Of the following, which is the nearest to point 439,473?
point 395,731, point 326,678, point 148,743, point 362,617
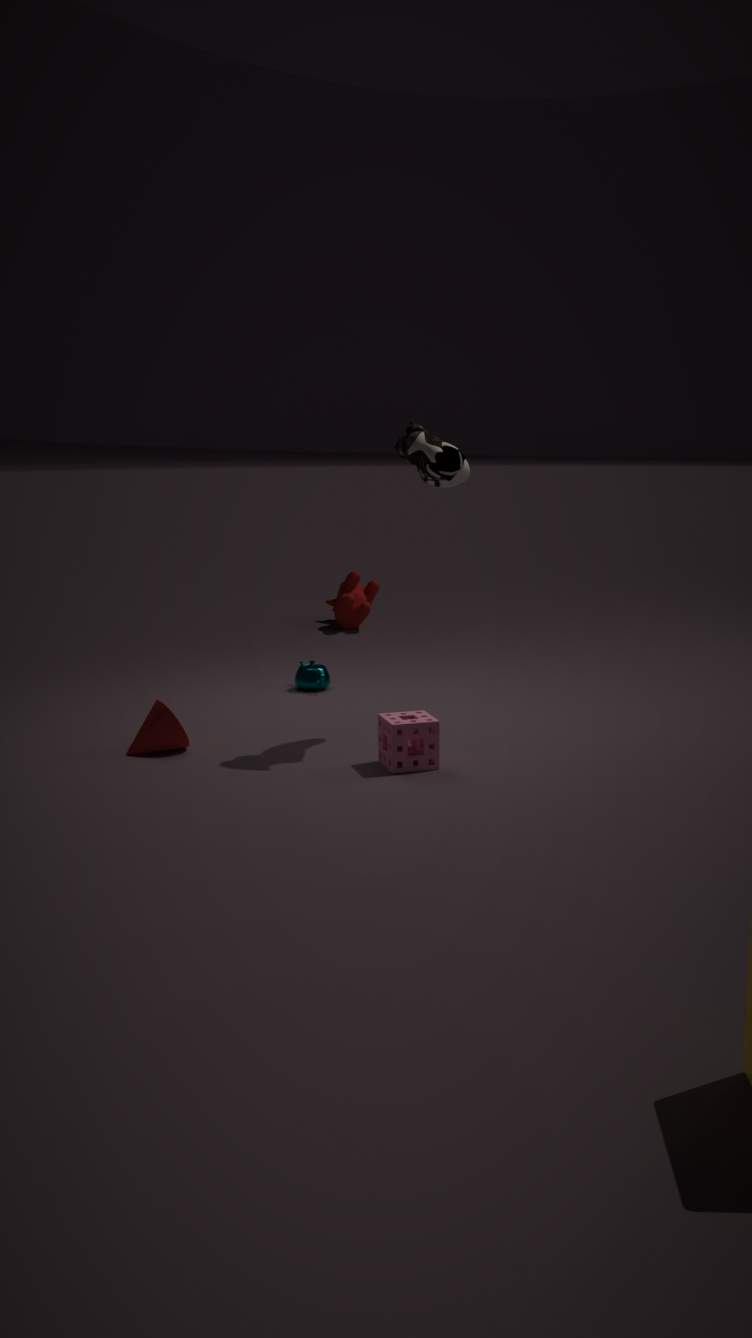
point 395,731
